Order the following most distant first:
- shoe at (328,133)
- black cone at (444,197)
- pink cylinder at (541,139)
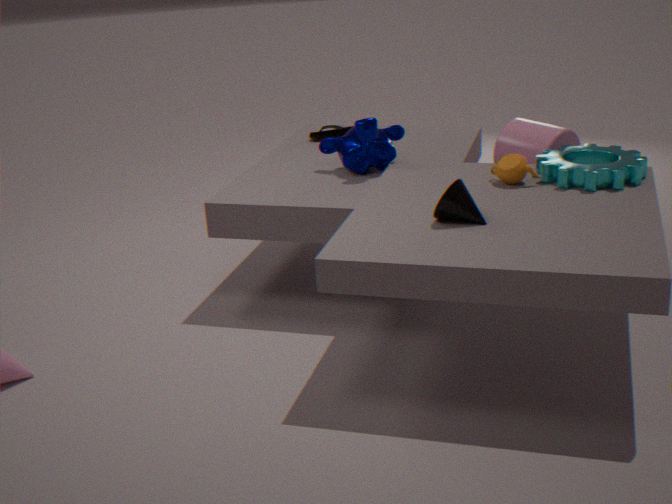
1. shoe at (328,133)
2. pink cylinder at (541,139)
3. black cone at (444,197)
